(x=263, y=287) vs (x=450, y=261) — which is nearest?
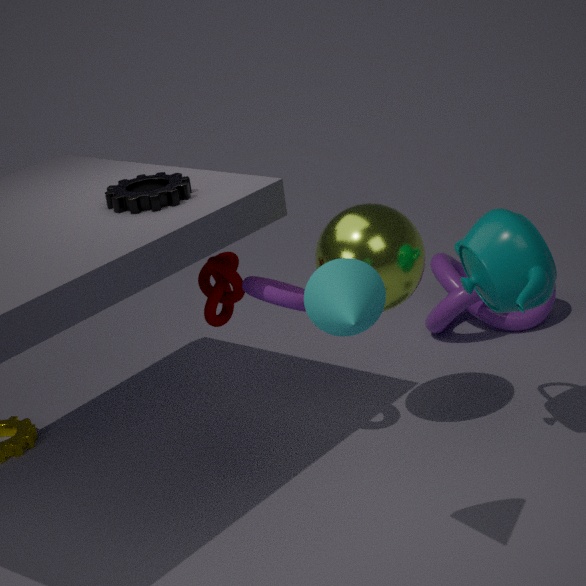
(x=263, y=287)
